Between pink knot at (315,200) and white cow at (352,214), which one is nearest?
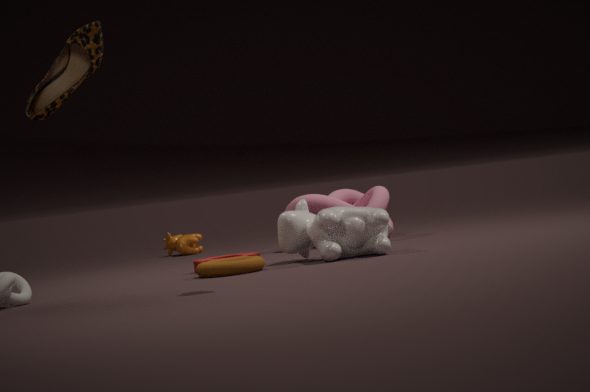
white cow at (352,214)
